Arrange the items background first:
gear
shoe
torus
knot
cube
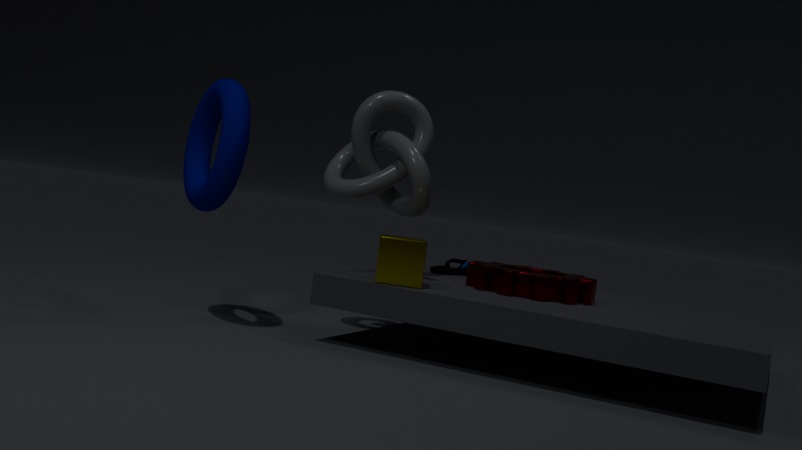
shoe → knot → gear → cube → torus
